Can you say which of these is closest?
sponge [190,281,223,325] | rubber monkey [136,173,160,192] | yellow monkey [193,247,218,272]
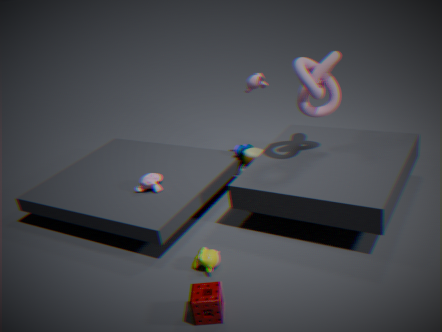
sponge [190,281,223,325]
